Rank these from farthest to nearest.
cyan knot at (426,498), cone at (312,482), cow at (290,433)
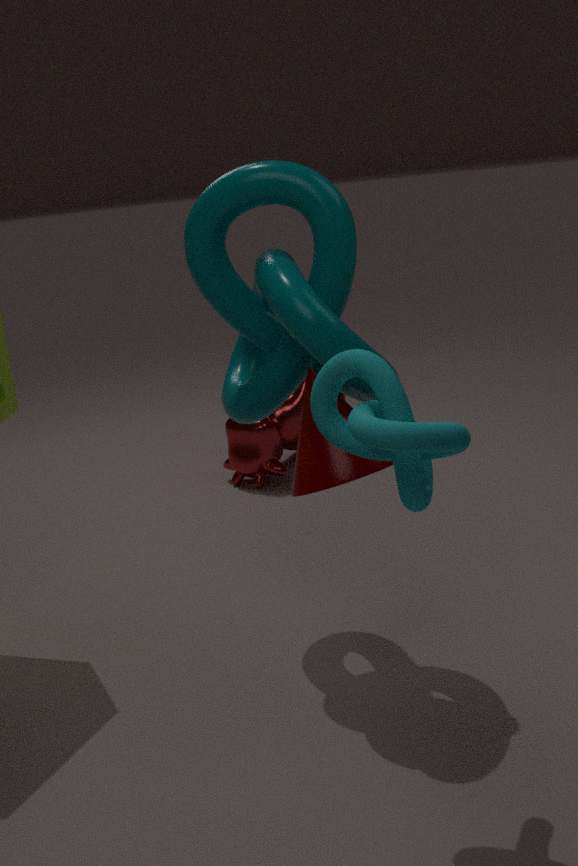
cow at (290,433) < cone at (312,482) < cyan knot at (426,498)
